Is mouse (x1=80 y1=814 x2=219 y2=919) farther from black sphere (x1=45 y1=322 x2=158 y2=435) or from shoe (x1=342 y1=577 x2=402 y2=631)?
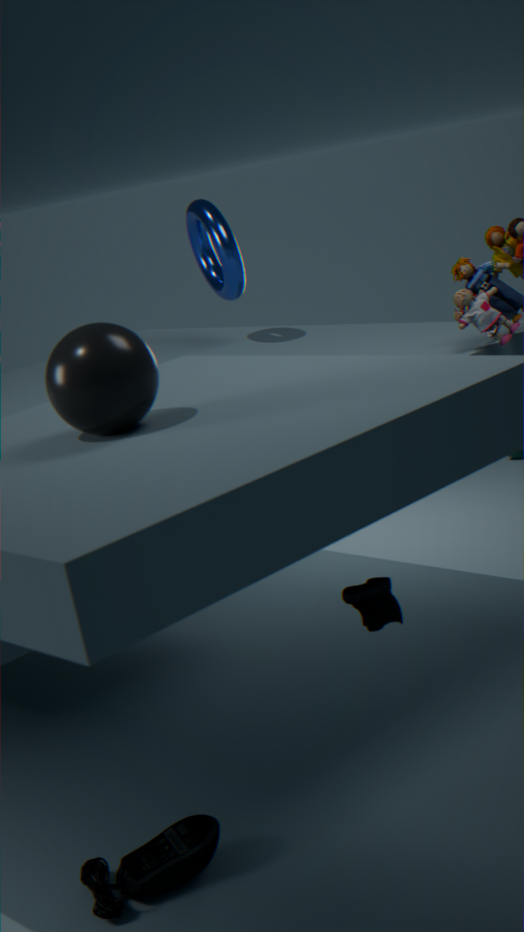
black sphere (x1=45 y1=322 x2=158 y2=435)
